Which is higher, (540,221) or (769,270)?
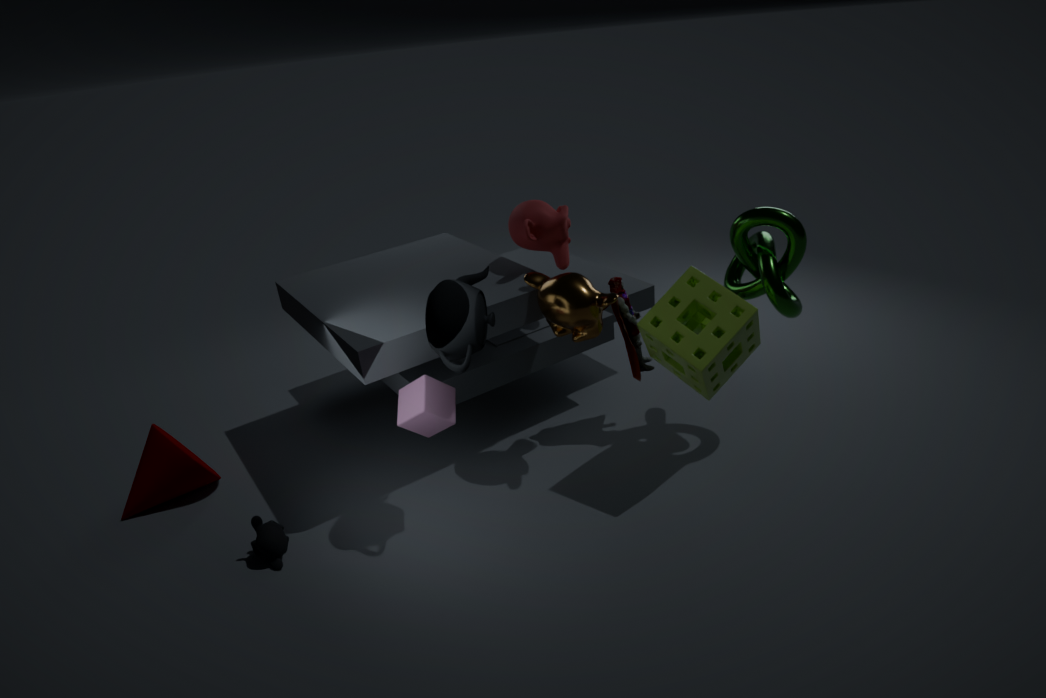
(540,221)
